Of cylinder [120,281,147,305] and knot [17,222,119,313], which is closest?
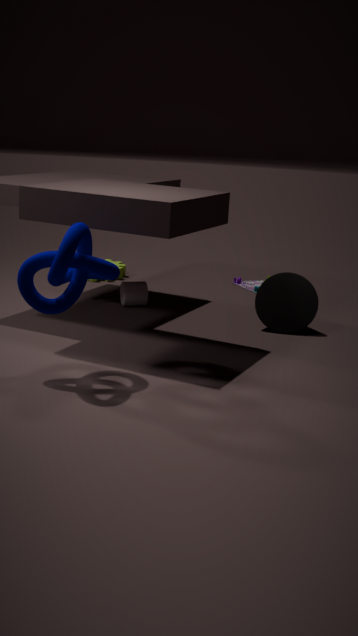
knot [17,222,119,313]
